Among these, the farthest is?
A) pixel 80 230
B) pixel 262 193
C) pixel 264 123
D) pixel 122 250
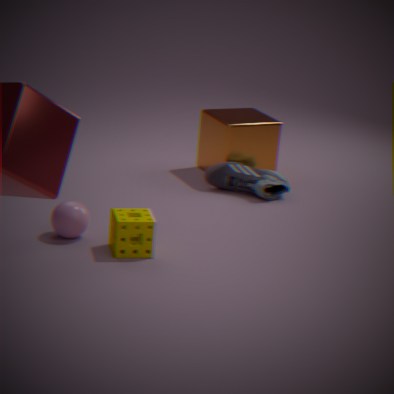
pixel 264 123
